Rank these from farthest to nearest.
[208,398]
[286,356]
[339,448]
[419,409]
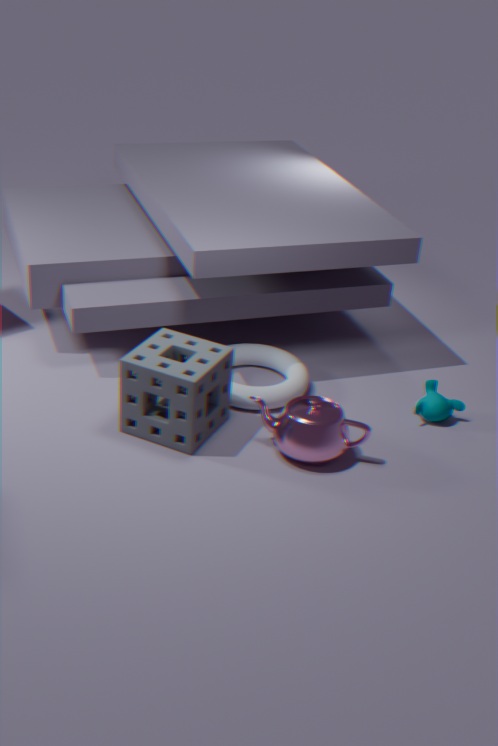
[286,356]
[419,409]
[208,398]
[339,448]
